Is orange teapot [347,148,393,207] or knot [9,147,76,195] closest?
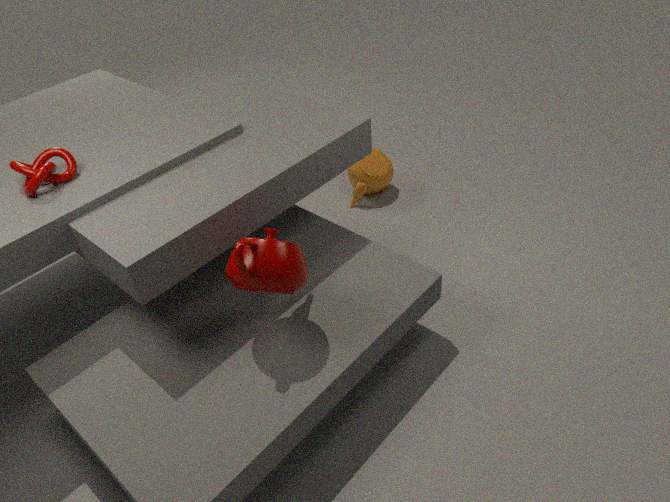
knot [9,147,76,195]
